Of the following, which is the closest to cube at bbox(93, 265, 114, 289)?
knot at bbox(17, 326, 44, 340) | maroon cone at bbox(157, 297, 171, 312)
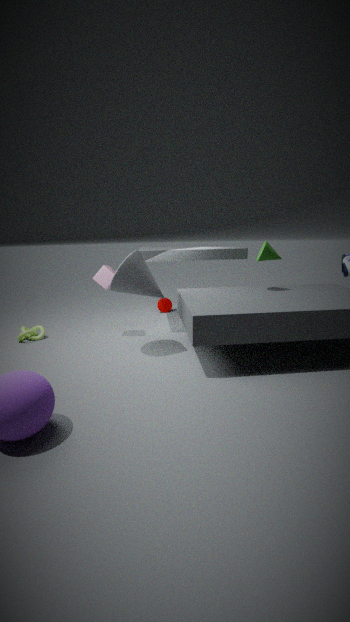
knot at bbox(17, 326, 44, 340)
